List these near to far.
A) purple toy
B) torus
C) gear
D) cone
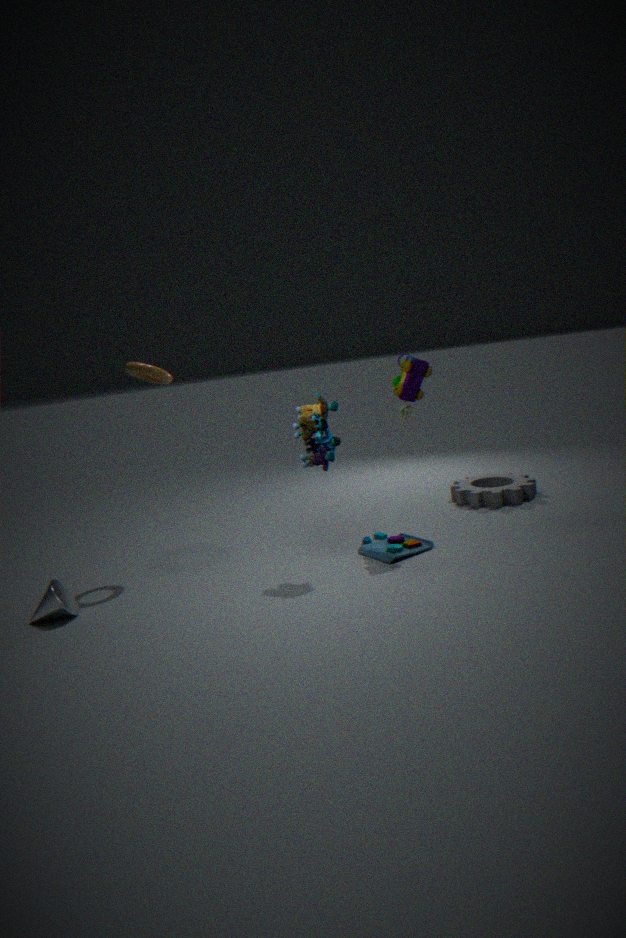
D. cone
A. purple toy
B. torus
C. gear
